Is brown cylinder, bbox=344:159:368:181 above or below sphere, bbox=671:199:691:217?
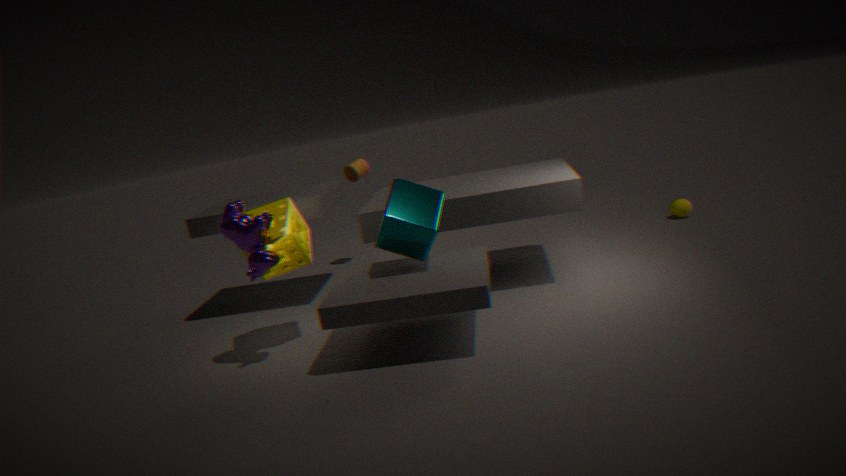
above
